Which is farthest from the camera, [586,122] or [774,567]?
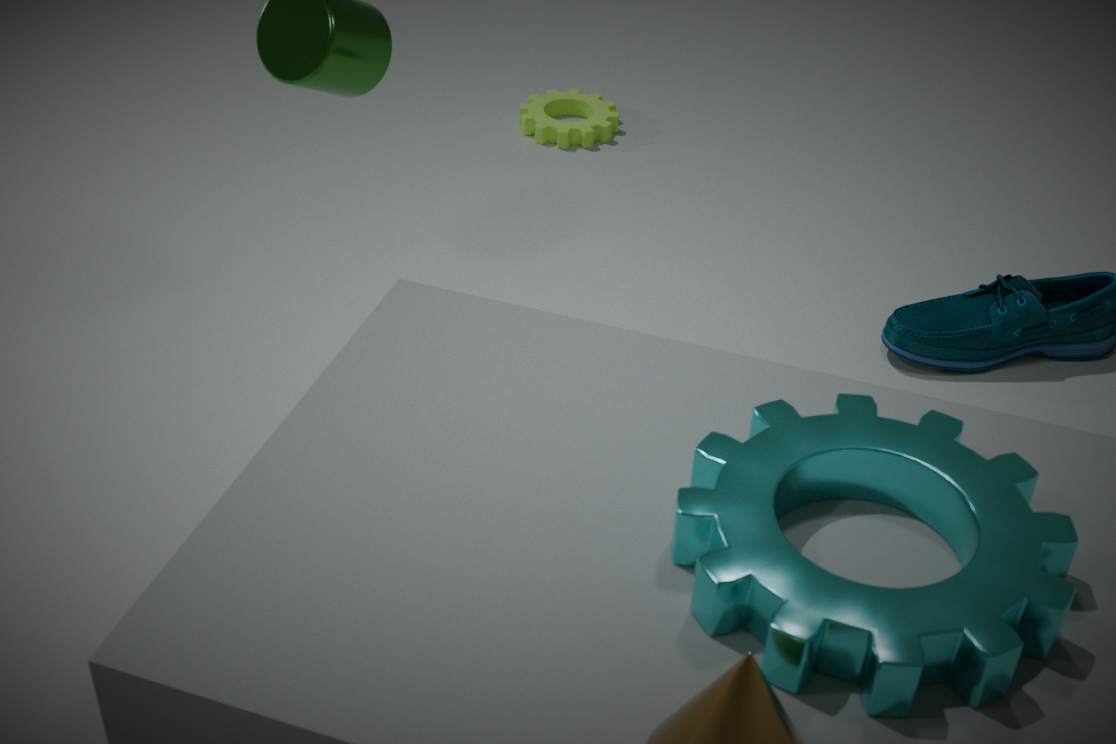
[586,122]
